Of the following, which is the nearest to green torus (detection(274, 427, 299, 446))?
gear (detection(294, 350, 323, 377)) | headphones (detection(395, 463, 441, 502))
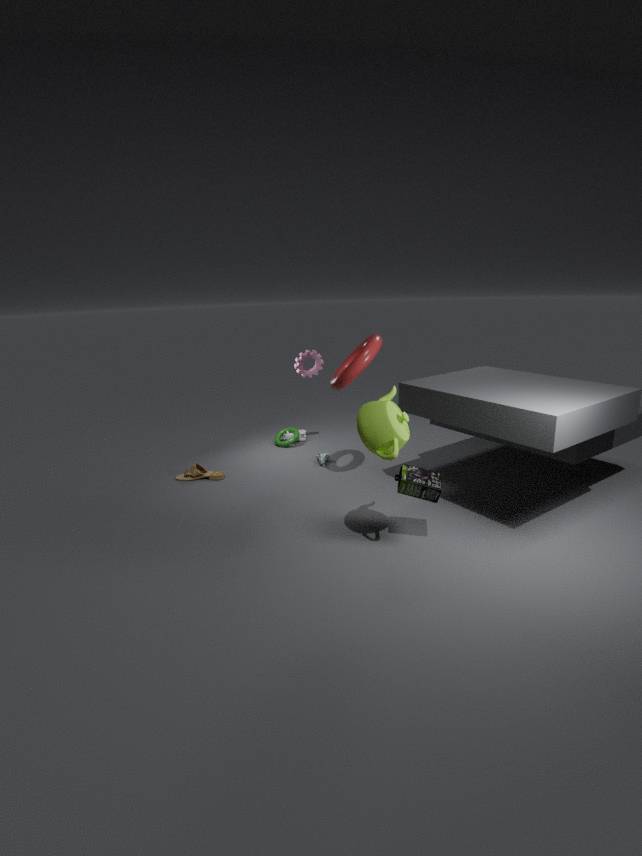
gear (detection(294, 350, 323, 377))
